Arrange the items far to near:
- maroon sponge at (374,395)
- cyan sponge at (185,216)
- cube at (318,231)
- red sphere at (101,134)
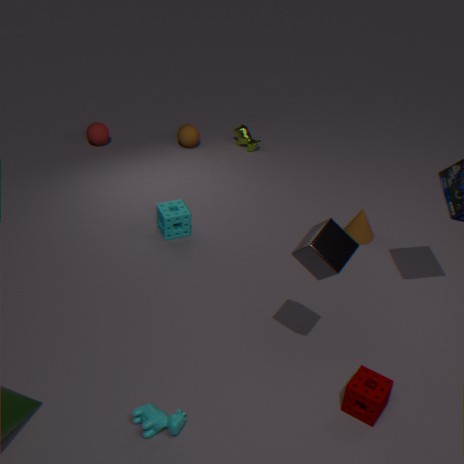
red sphere at (101,134) < cyan sponge at (185,216) < maroon sponge at (374,395) < cube at (318,231)
